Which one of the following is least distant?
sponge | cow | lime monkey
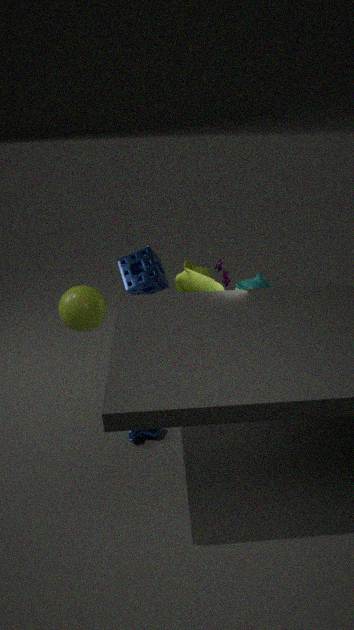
cow
